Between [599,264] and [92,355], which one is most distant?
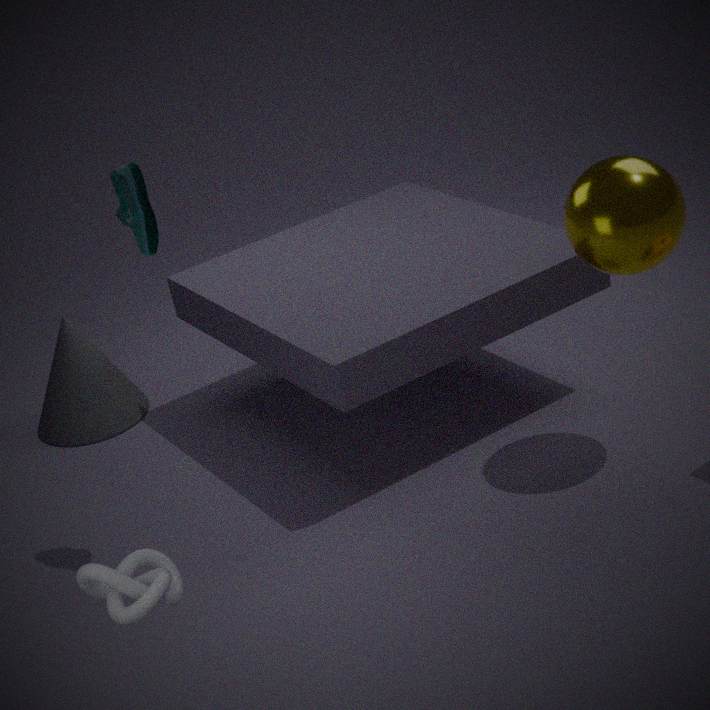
[92,355]
